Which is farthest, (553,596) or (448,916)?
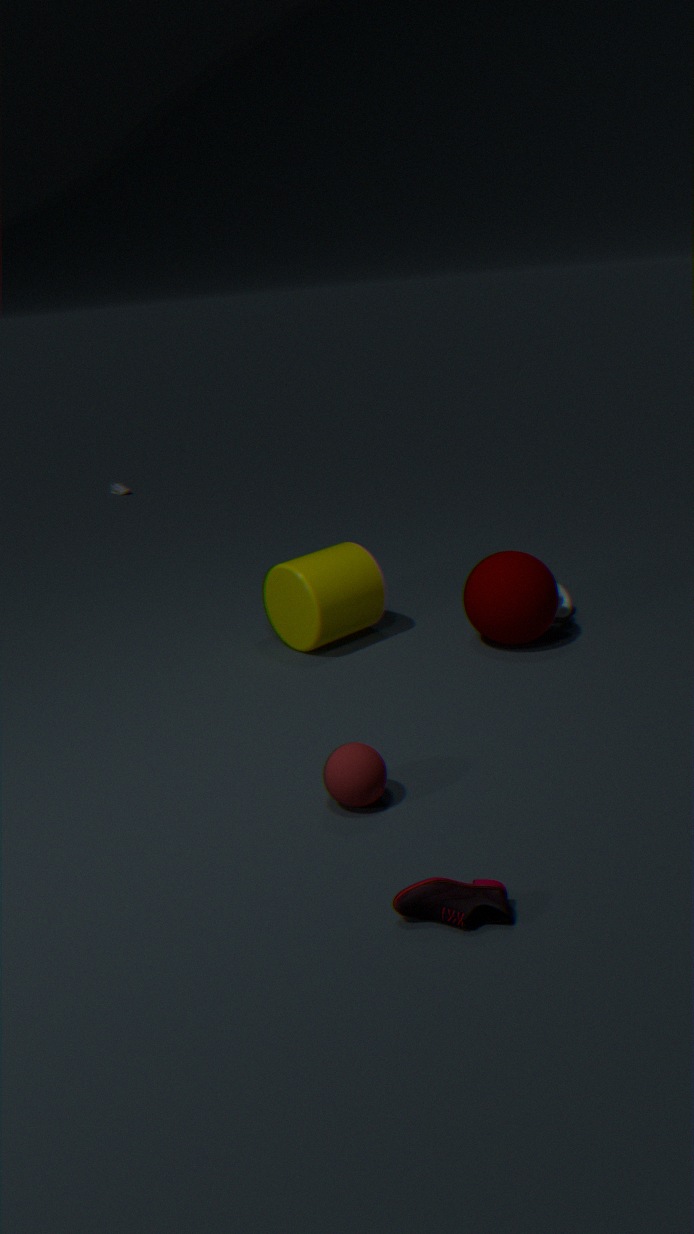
(553,596)
